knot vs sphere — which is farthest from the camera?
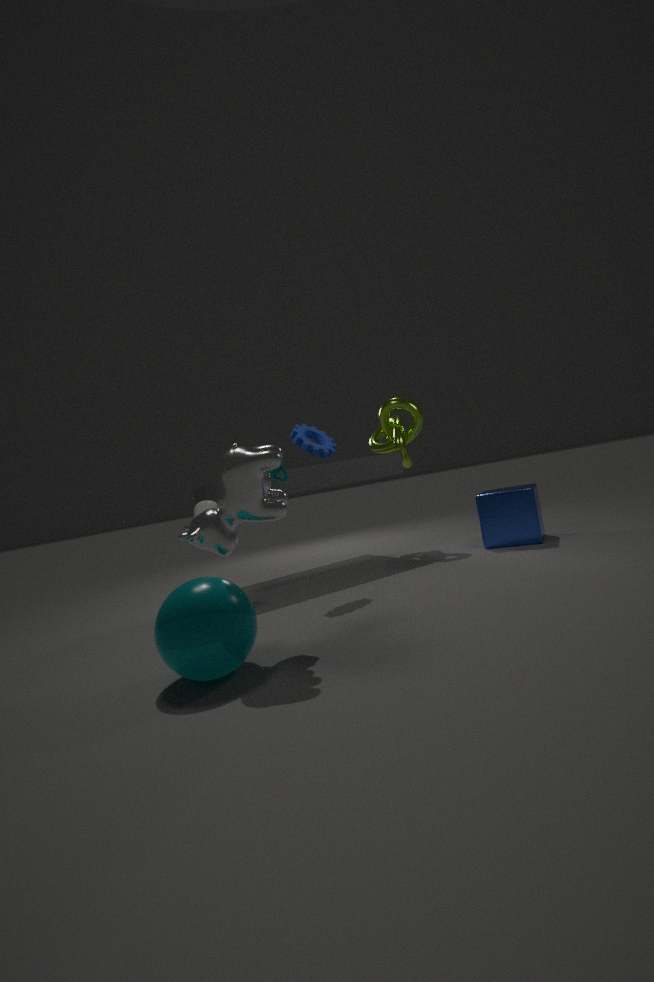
knot
